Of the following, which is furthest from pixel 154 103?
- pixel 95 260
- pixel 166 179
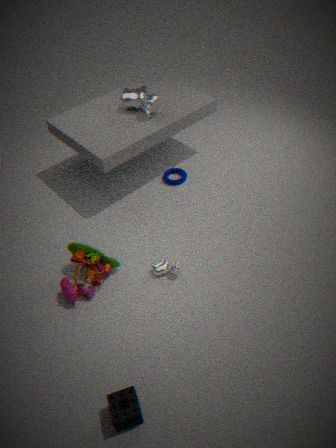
pixel 95 260
